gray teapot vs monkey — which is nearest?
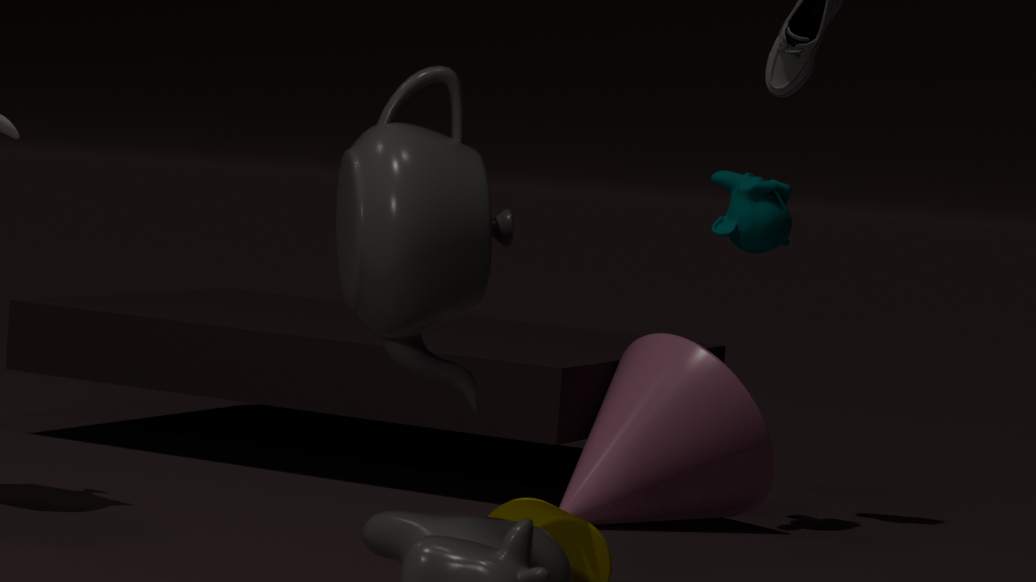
gray teapot
